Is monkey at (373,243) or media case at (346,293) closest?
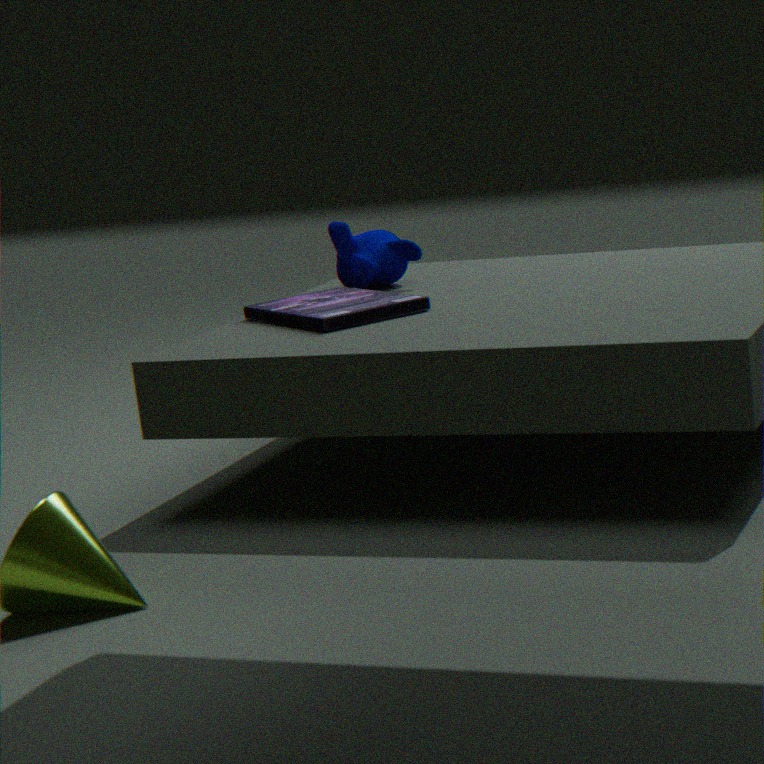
media case at (346,293)
